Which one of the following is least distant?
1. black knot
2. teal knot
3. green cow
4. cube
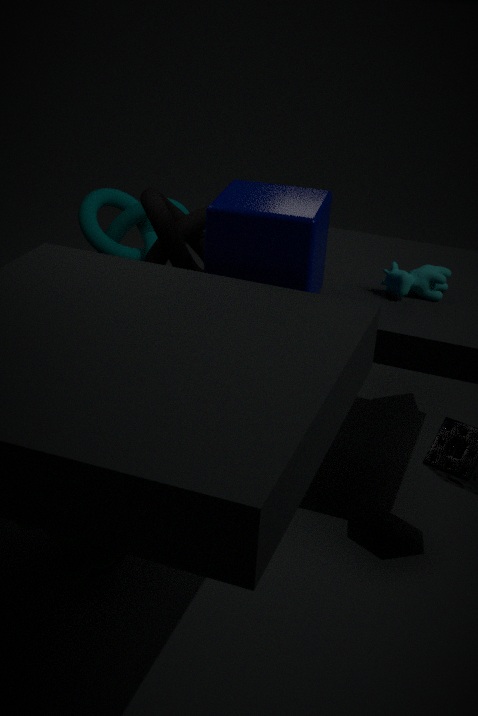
green cow
